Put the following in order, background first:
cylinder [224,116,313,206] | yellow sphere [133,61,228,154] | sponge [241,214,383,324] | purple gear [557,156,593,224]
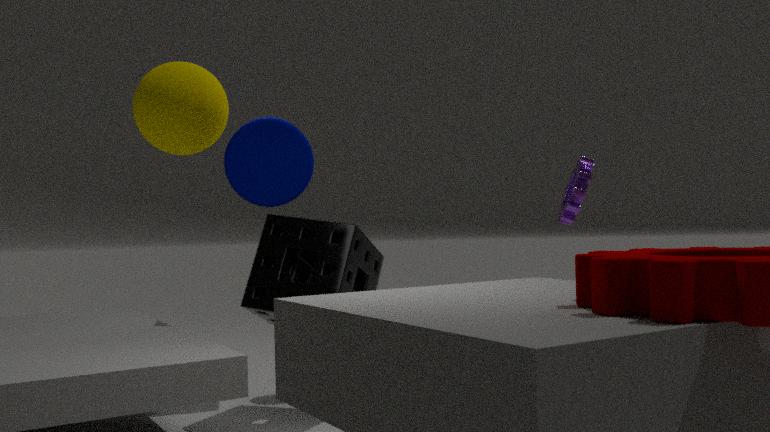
cylinder [224,116,313,206] → purple gear [557,156,593,224] → sponge [241,214,383,324] → yellow sphere [133,61,228,154]
